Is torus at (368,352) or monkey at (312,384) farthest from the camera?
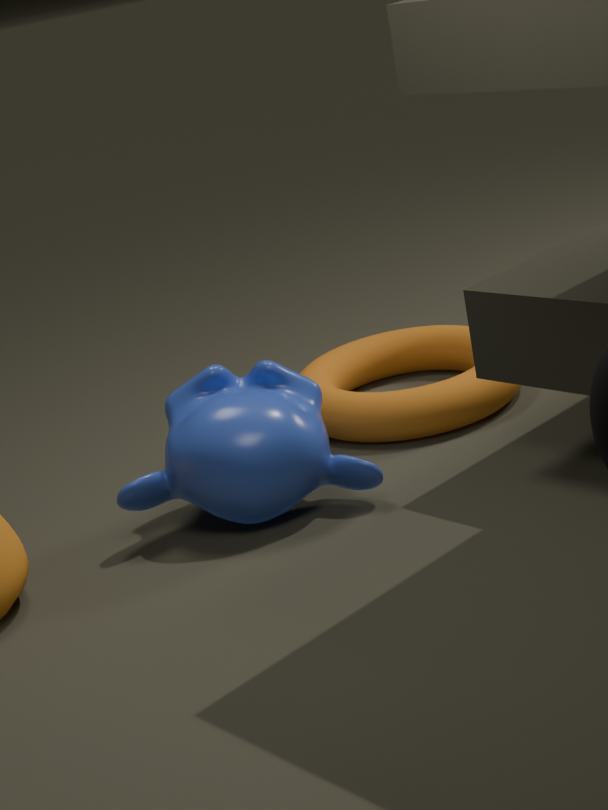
torus at (368,352)
